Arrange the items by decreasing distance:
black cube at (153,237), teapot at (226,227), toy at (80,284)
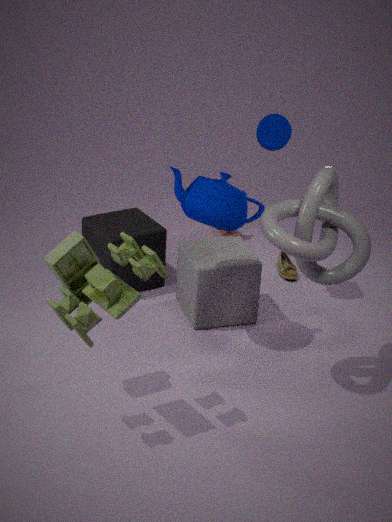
black cube at (153,237) → teapot at (226,227) → toy at (80,284)
